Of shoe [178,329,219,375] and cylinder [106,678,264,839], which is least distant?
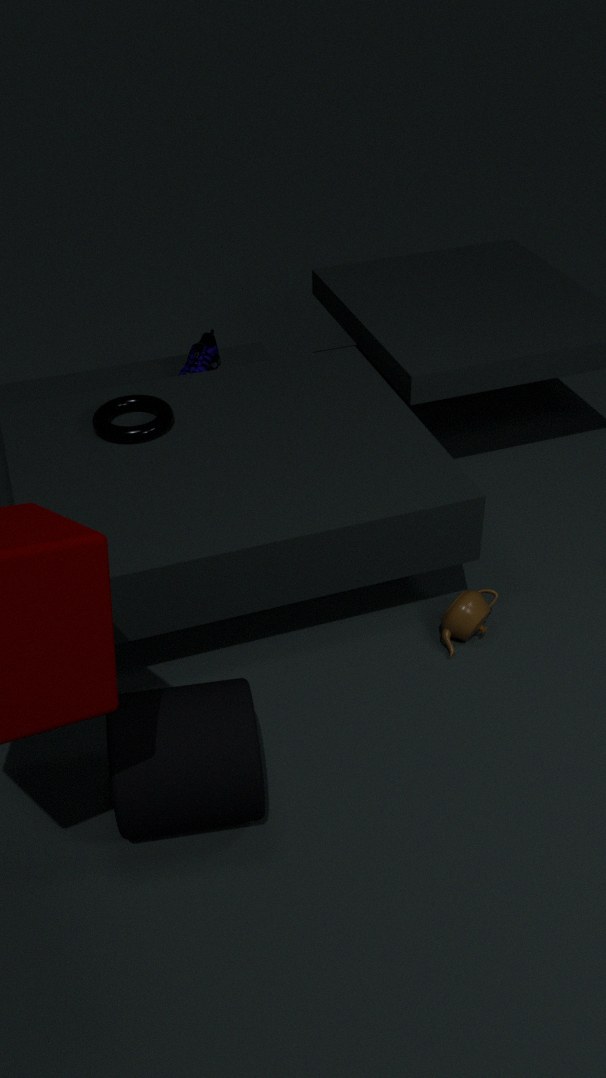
cylinder [106,678,264,839]
